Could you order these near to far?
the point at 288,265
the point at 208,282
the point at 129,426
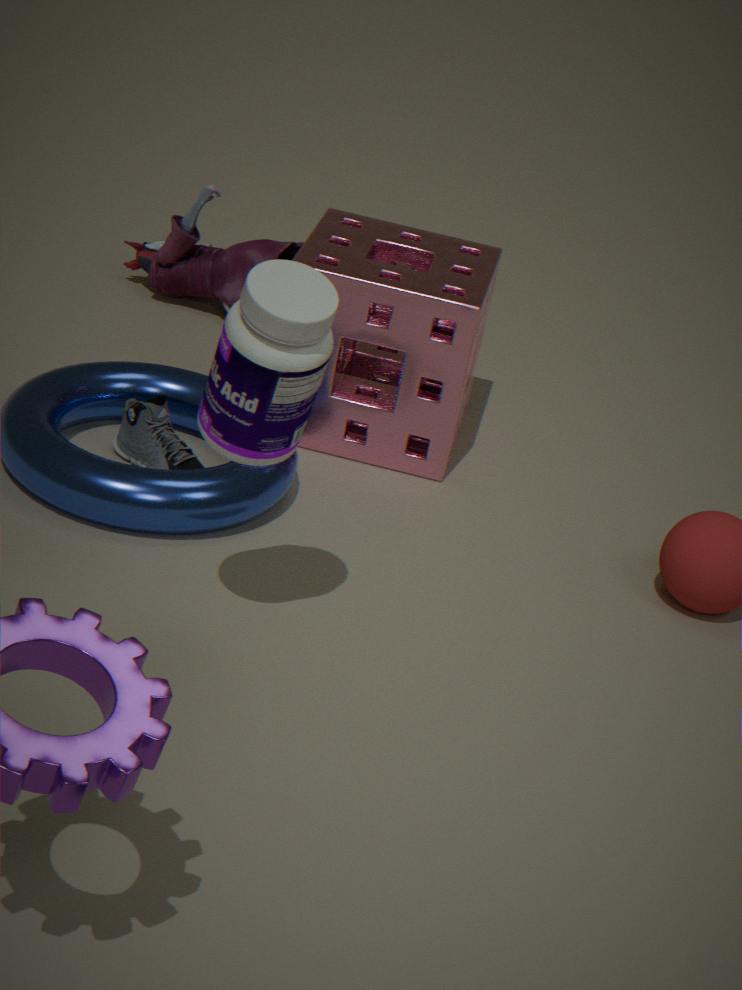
the point at 288,265 < the point at 129,426 < the point at 208,282
